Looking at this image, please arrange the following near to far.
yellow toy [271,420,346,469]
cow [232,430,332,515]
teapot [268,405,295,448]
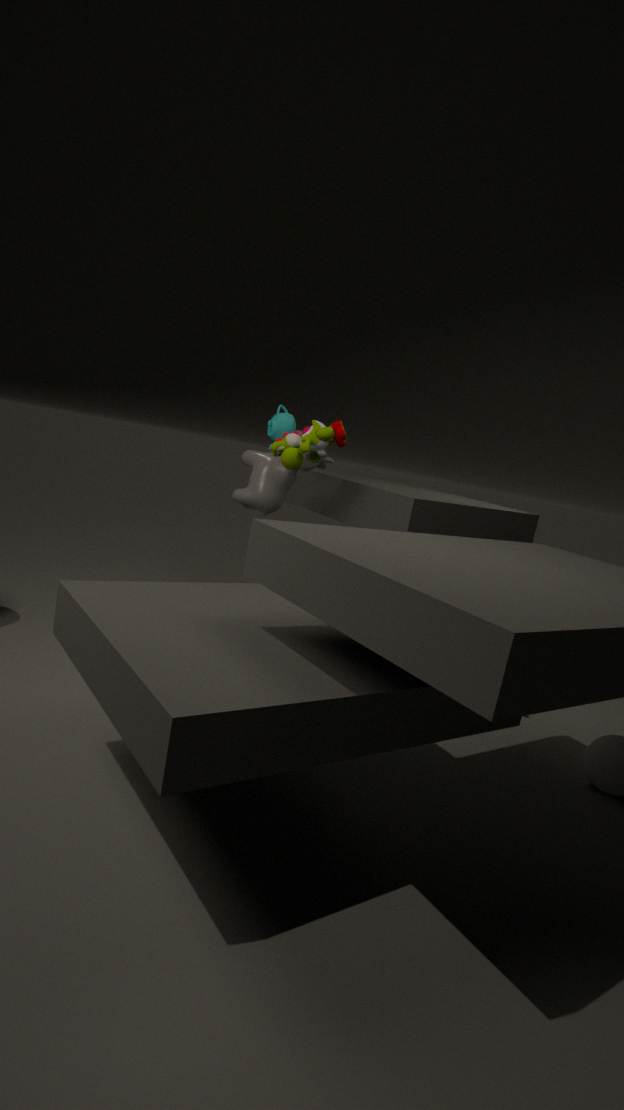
1. yellow toy [271,420,346,469]
2. cow [232,430,332,515]
3. teapot [268,405,295,448]
